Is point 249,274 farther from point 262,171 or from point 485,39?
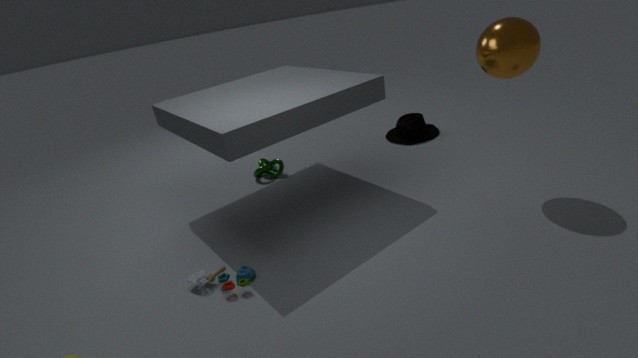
point 485,39
